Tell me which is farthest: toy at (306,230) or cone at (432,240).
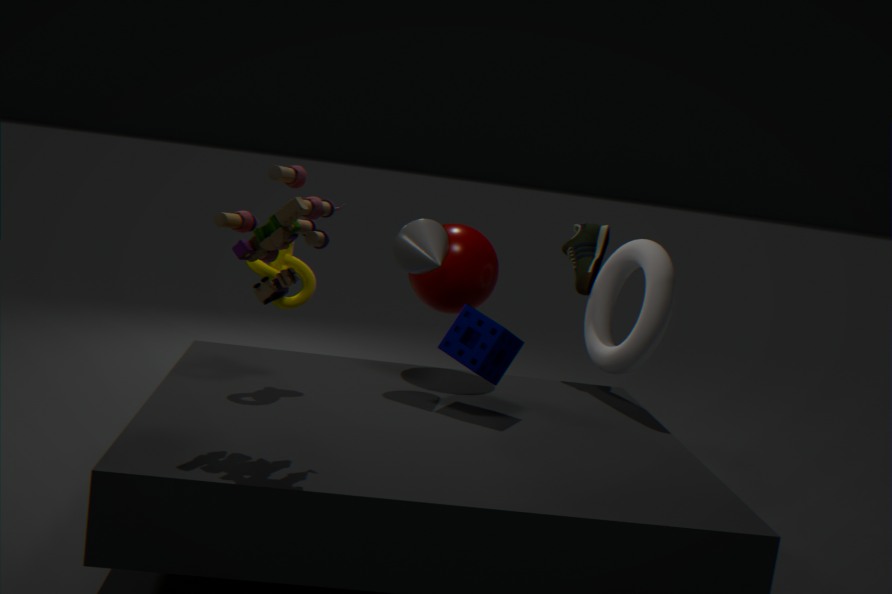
cone at (432,240)
